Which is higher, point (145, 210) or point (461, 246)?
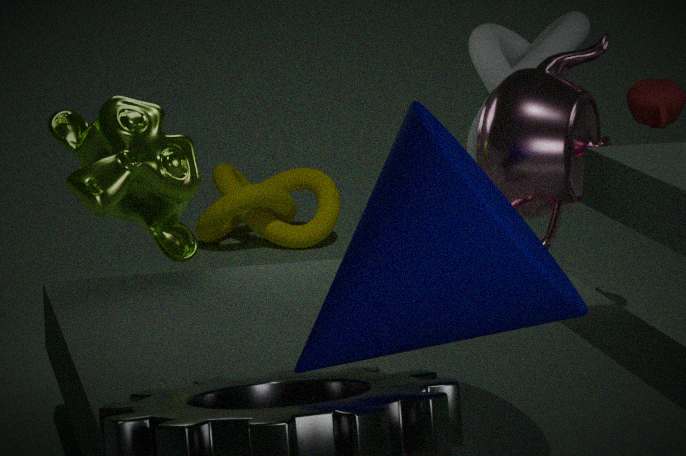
point (461, 246)
